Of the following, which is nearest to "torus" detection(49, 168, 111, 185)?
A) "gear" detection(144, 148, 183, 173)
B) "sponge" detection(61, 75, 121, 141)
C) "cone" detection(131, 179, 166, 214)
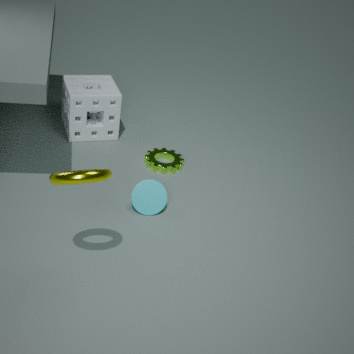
"cone" detection(131, 179, 166, 214)
